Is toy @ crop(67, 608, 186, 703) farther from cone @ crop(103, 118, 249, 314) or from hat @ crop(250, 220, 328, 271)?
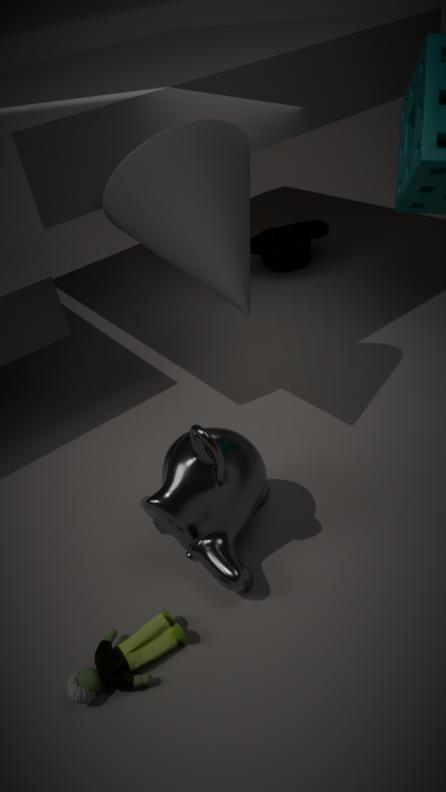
hat @ crop(250, 220, 328, 271)
